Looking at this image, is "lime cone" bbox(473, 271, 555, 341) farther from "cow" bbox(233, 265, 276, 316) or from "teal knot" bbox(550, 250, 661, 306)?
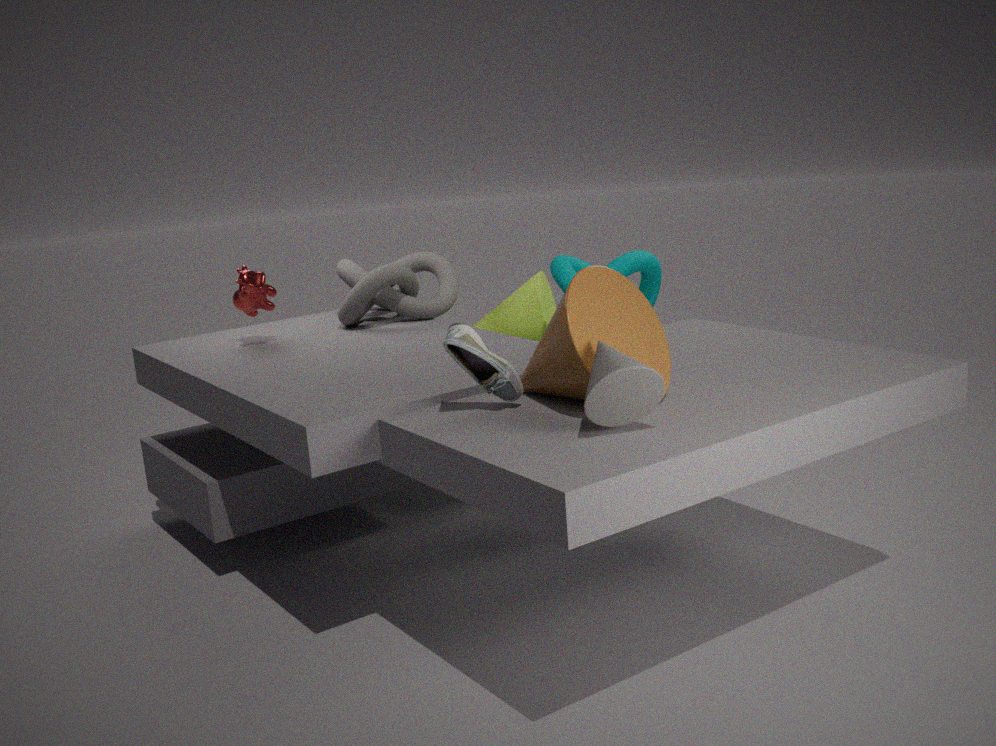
"cow" bbox(233, 265, 276, 316)
